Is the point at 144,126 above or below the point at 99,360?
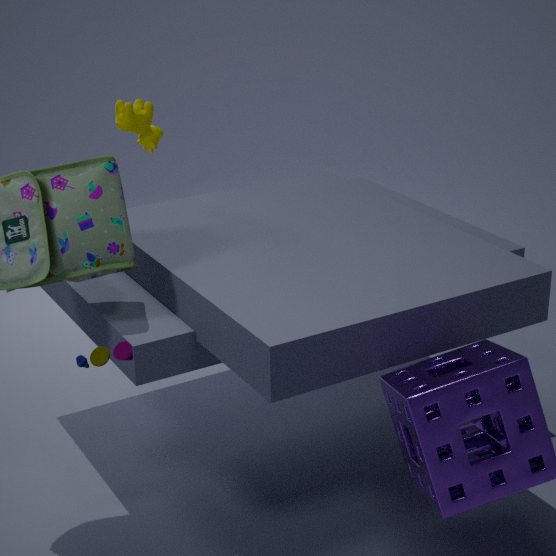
above
